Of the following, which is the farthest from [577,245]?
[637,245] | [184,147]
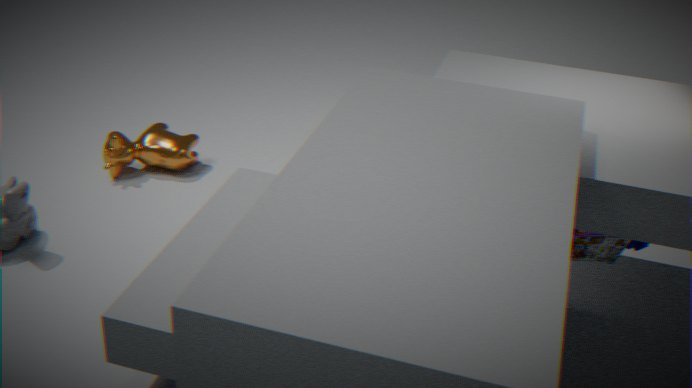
[184,147]
